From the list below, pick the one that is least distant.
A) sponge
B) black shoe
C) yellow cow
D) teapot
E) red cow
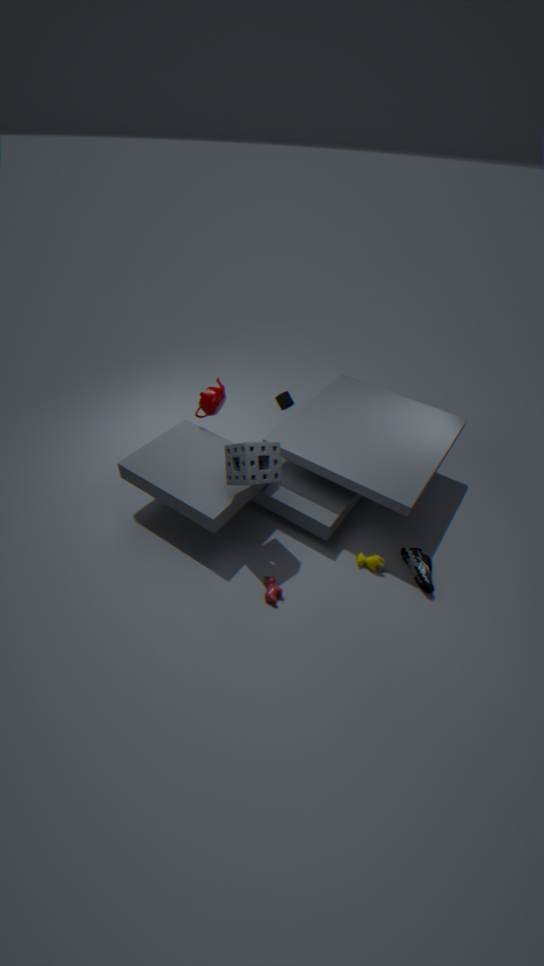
sponge
